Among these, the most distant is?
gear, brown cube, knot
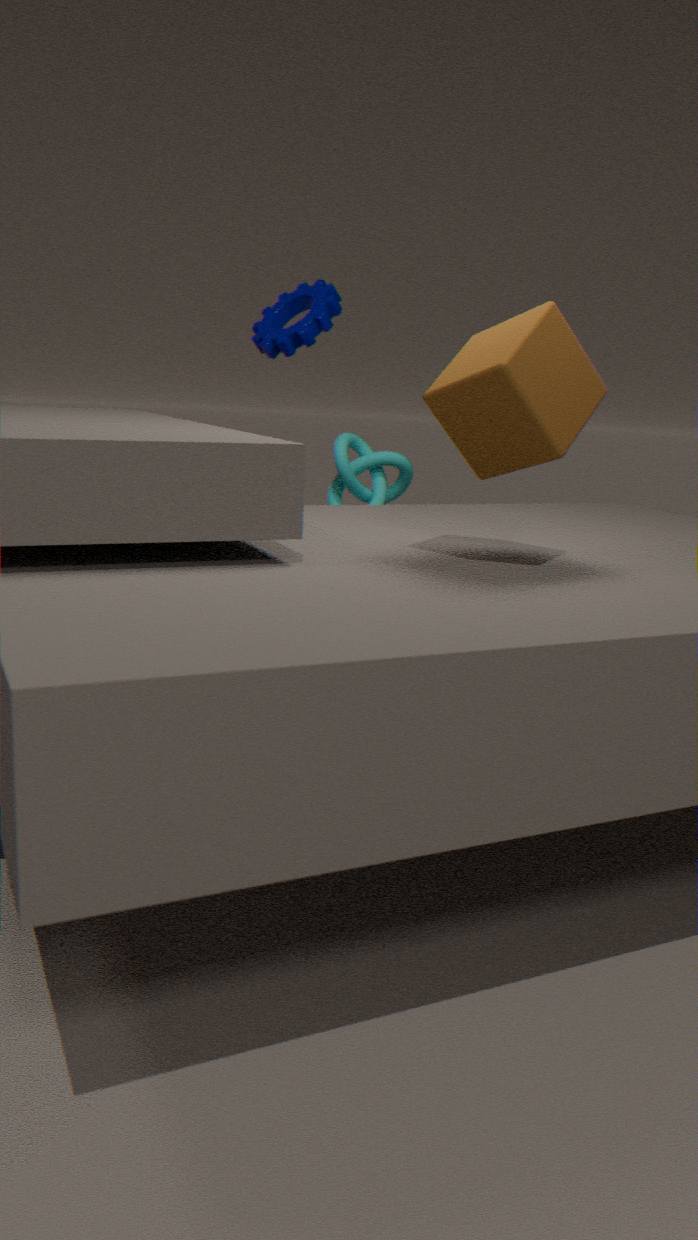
knot
